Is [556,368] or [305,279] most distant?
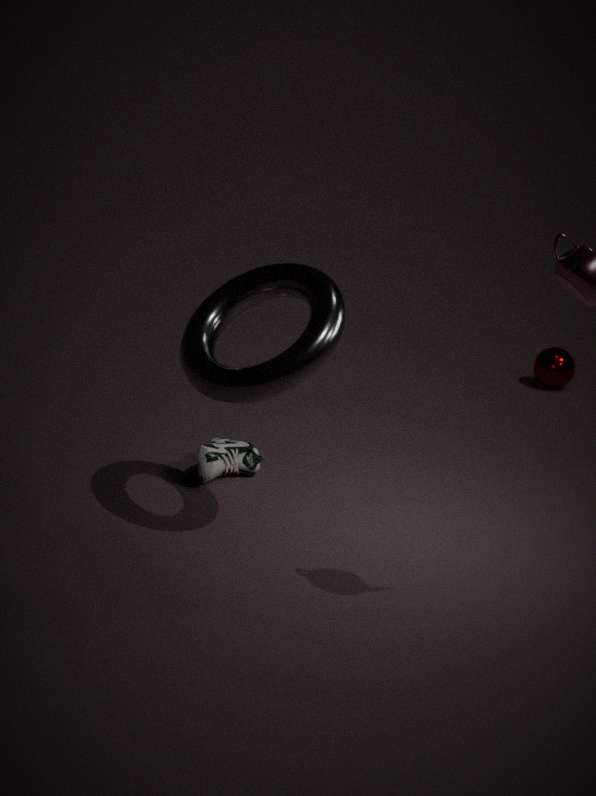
[556,368]
